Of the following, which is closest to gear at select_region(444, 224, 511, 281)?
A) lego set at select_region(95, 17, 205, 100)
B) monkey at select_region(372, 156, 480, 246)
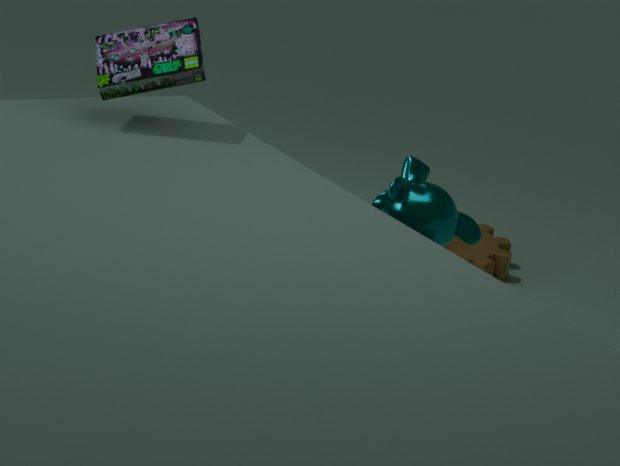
monkey at select_region(372, 156, 480, 246)
